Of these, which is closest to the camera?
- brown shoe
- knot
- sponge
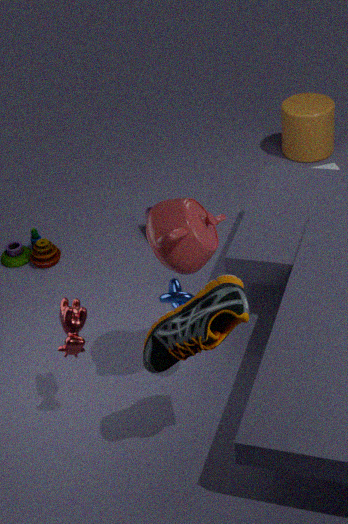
brown shoe
